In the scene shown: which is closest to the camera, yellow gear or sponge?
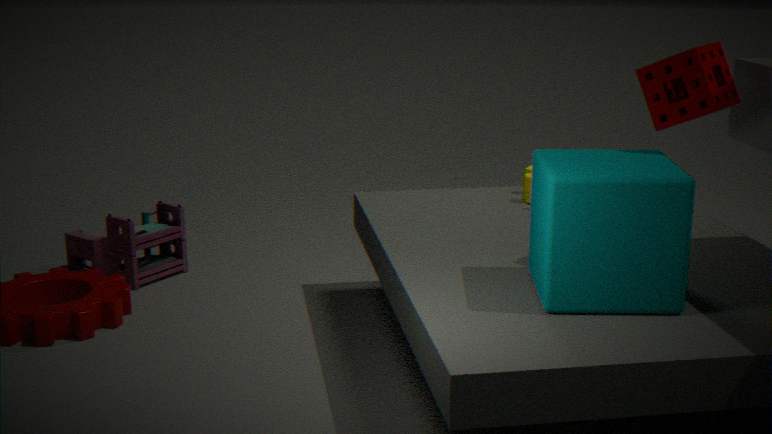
sponge
